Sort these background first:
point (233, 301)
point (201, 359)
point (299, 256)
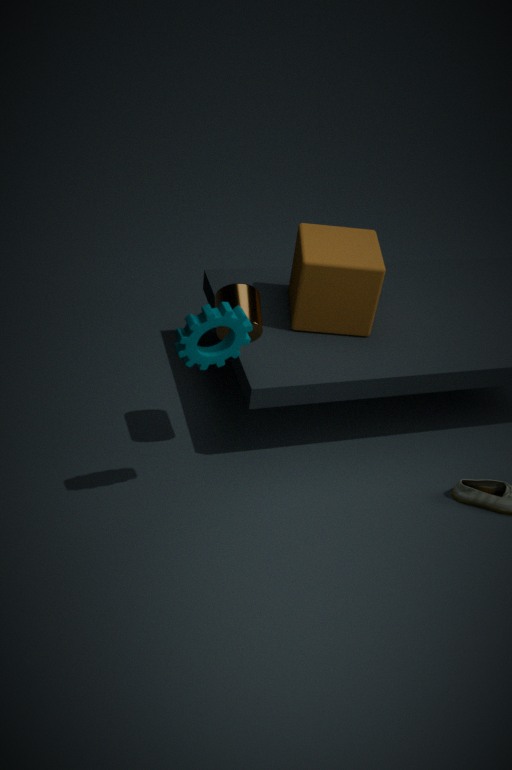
point (299, 256) → point (233, 301) → point (201, 359)
